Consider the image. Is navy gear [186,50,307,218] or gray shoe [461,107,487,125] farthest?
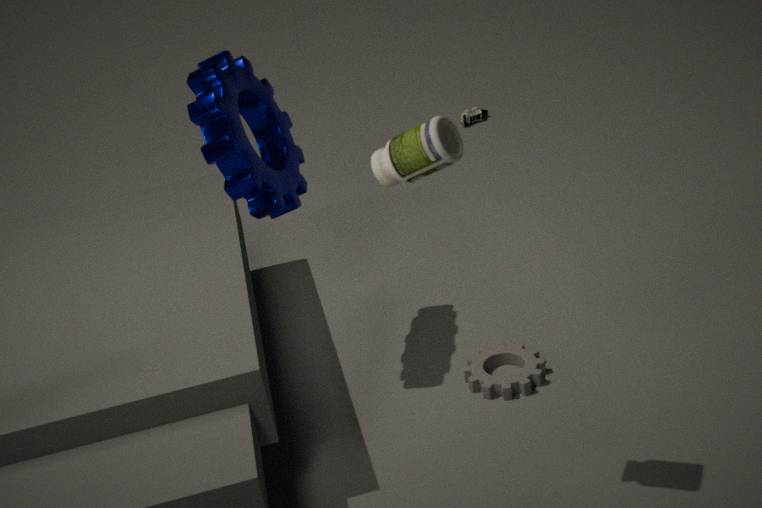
gray shoe [461,107,487,125]
